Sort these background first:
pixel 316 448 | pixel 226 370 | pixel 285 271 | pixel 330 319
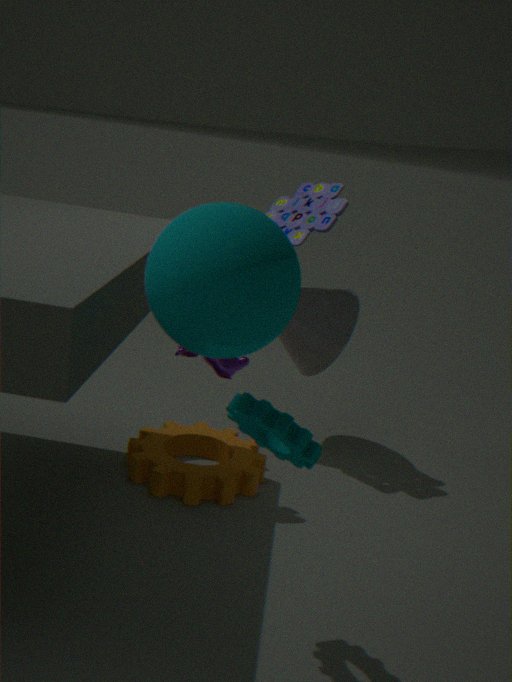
1. pixel 330 319
2. pixel 226 370
3. pixel 316 448
4. pixel 285 271
